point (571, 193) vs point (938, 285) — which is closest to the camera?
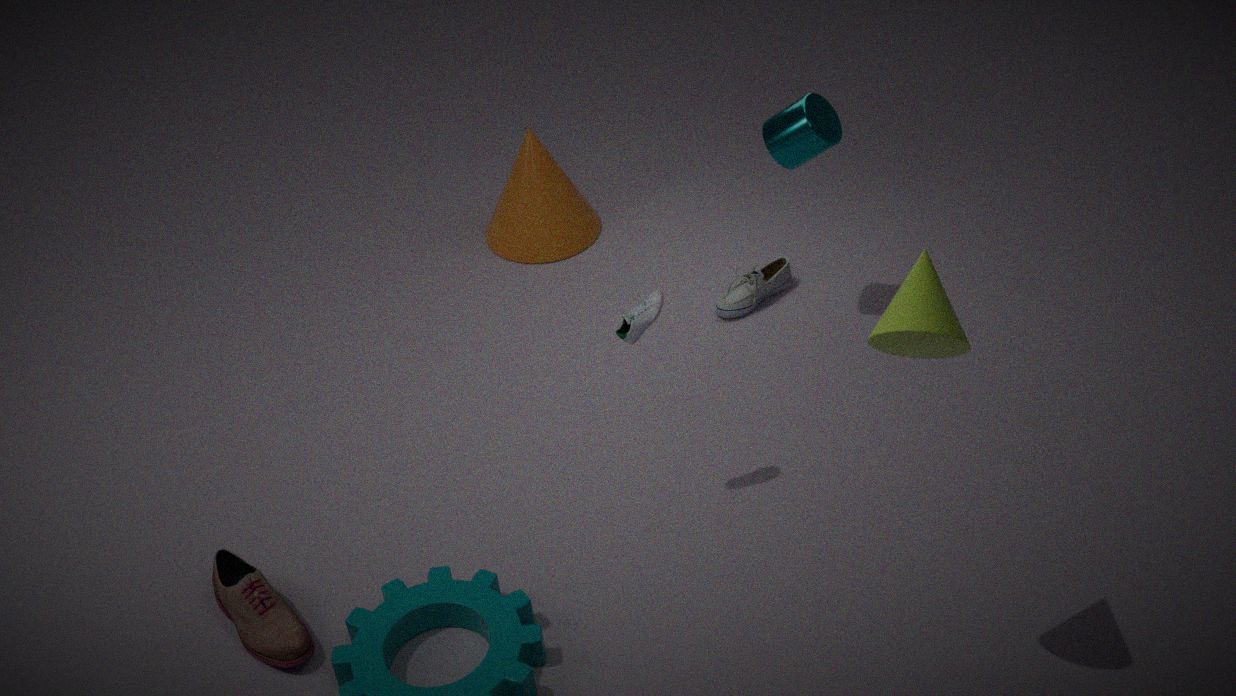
point (938, 285)
